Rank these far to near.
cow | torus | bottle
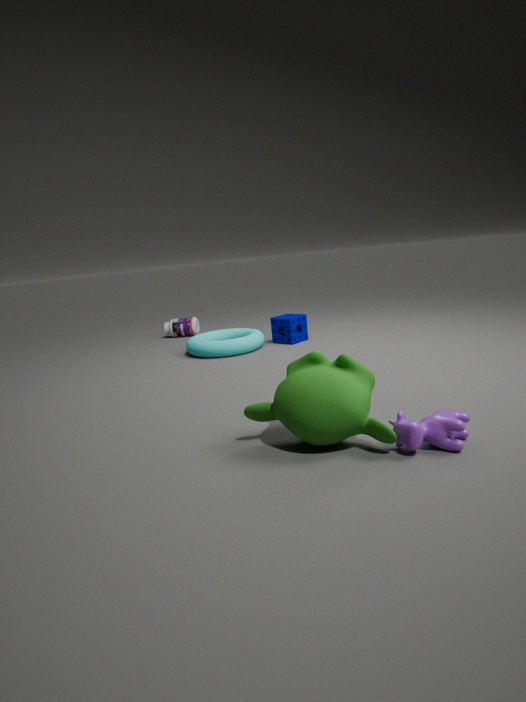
bottle, torus, cow
